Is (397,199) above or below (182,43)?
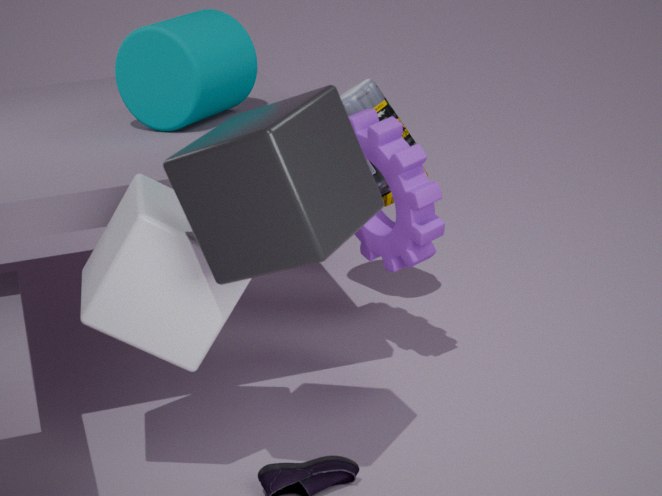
below
